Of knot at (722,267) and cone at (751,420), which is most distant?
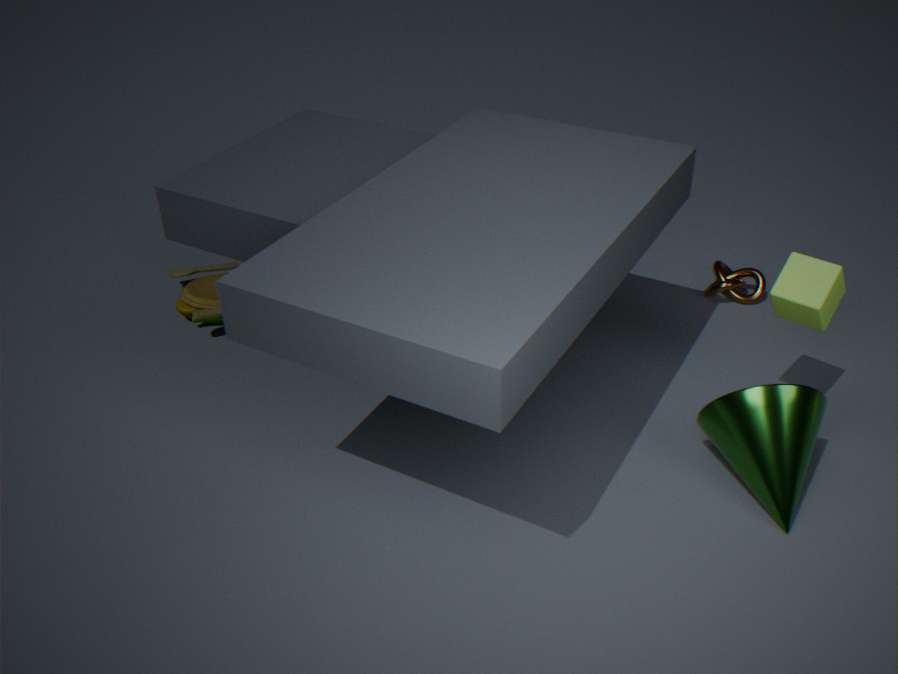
knot at (722,267)
